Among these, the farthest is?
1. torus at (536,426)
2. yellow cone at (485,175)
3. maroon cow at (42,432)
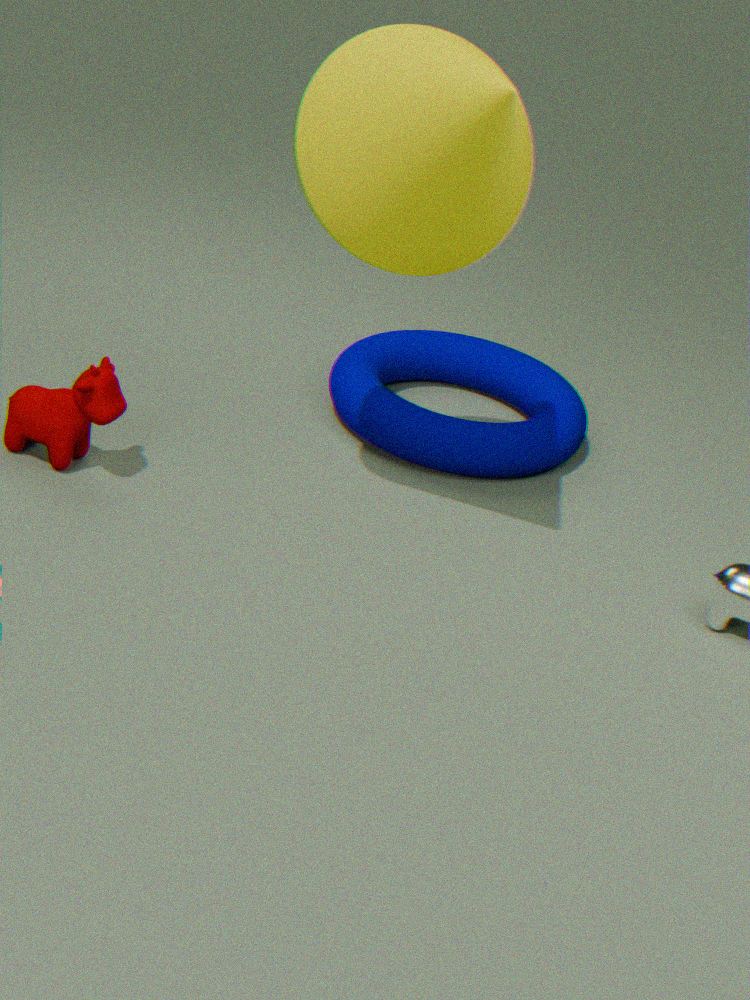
torus at (536,426)
